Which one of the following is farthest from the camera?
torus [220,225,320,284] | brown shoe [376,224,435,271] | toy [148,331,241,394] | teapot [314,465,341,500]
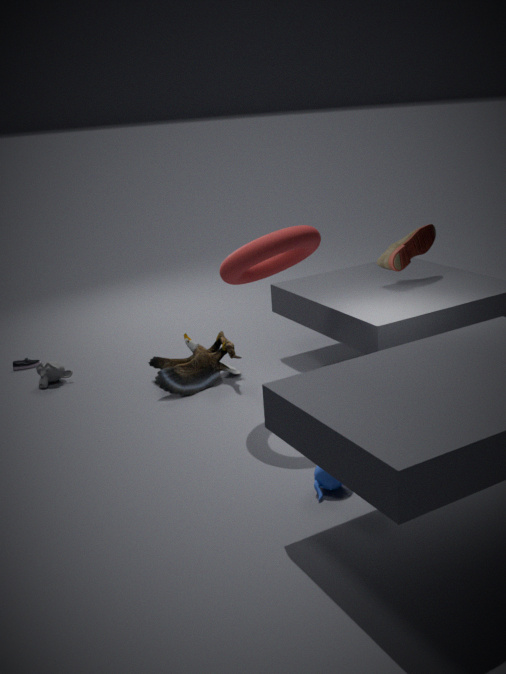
brown shoe [376,224,435,271]
